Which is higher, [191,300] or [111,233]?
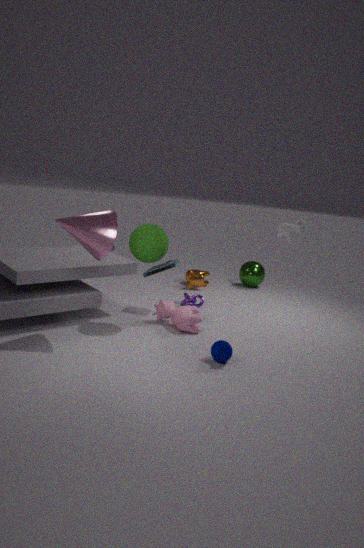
[111,233]
